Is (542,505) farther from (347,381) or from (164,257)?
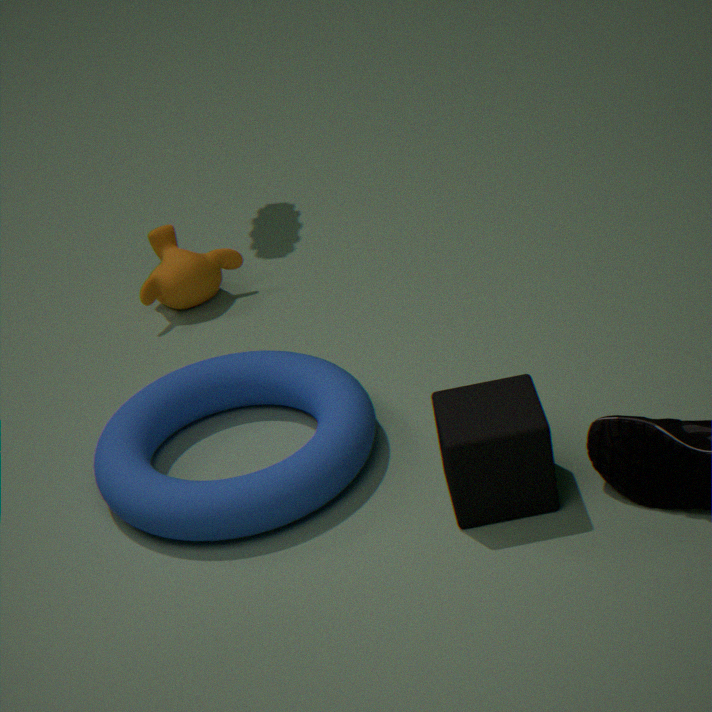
(164,257)
